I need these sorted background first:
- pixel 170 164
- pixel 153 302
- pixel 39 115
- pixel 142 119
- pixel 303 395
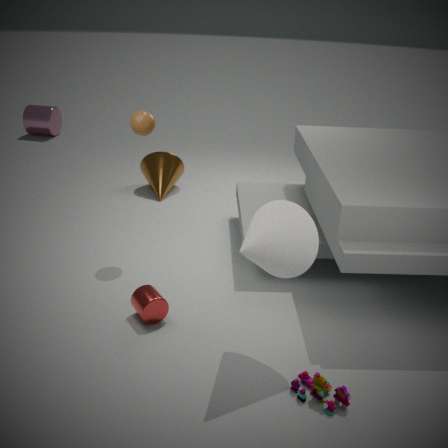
1. pixel 39 115
2. pixel 170 164
3. pixel 142 119
4. pixel 153 302
5. pixel 303 395
